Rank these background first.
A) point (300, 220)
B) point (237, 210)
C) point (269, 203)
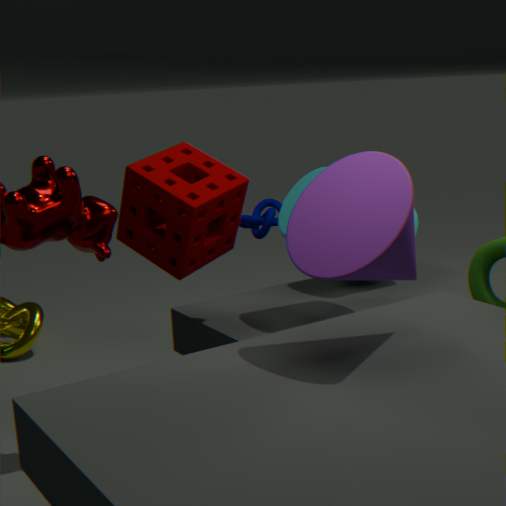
point (269, 203) → point (237, 210) → point (300, 220)
